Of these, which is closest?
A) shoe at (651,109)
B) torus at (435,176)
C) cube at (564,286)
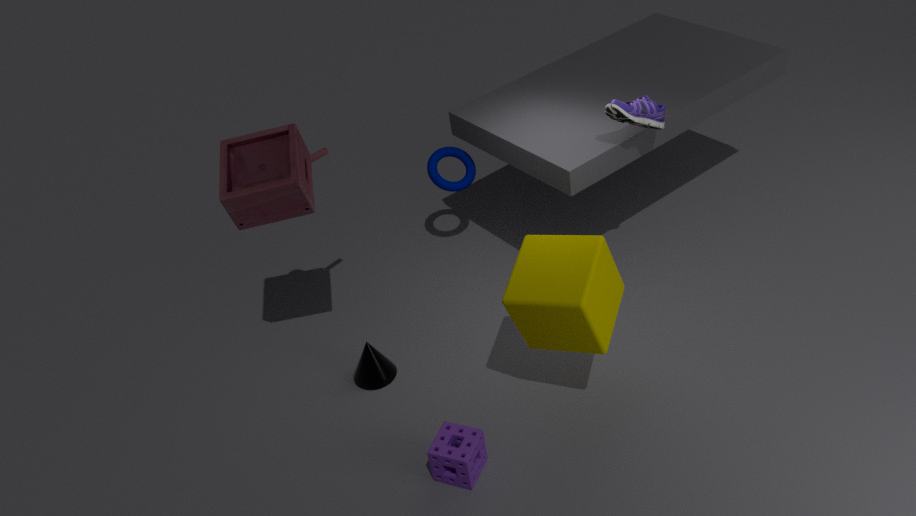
cube at (564,286)
